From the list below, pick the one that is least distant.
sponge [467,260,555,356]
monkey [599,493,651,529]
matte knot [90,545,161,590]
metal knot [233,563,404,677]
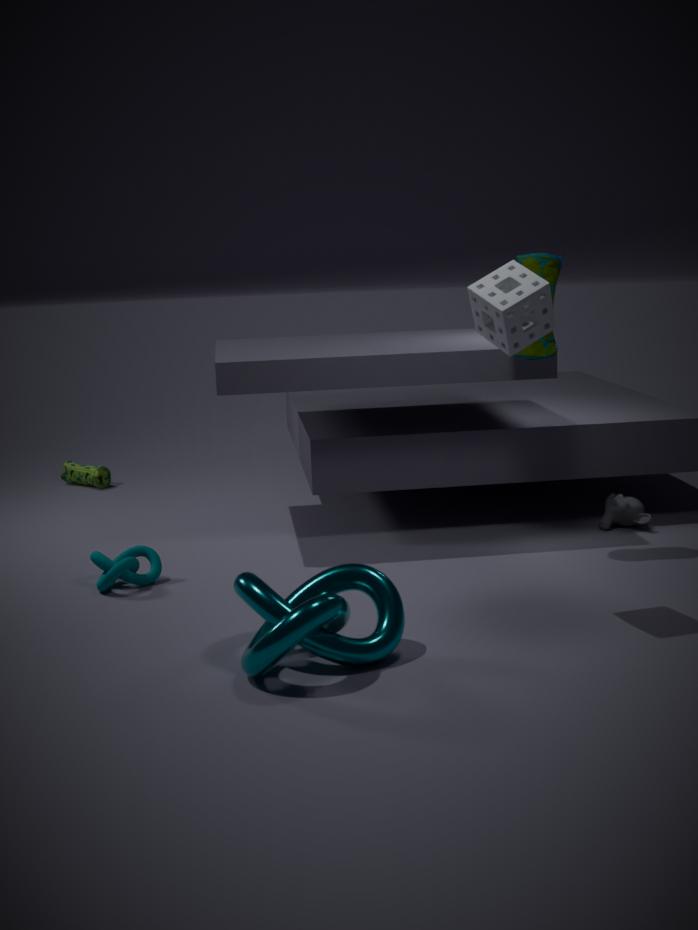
metal knot [233,563,404,677]
